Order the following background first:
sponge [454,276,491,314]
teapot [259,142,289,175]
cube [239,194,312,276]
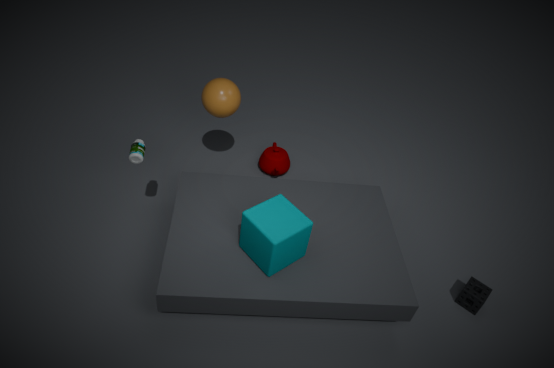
teapot [259,142,289,175] → sponge [454,276,491,314] → cube [239,194,312,276]
